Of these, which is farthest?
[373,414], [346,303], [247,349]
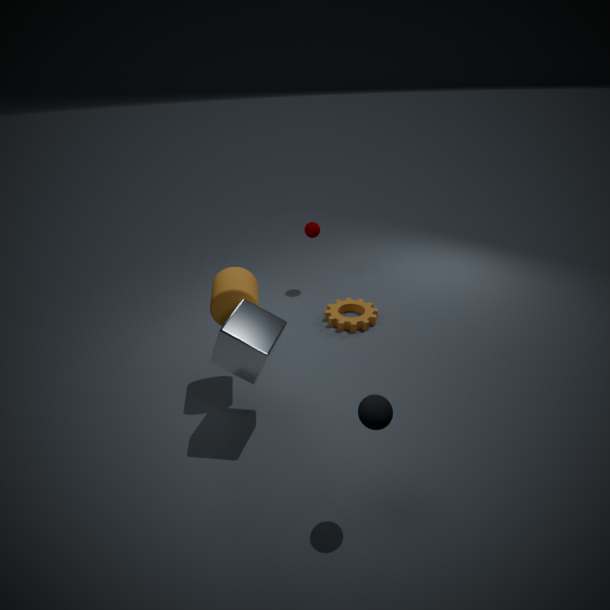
[346,303]
